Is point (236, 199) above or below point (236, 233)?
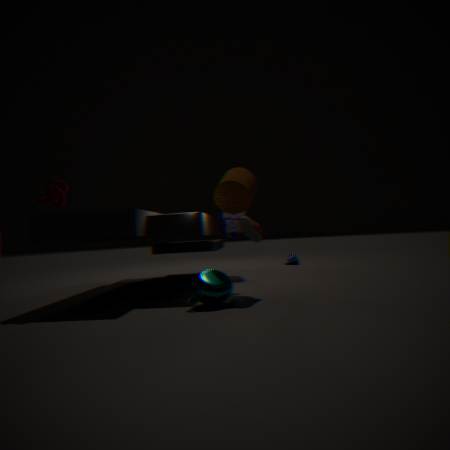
above
